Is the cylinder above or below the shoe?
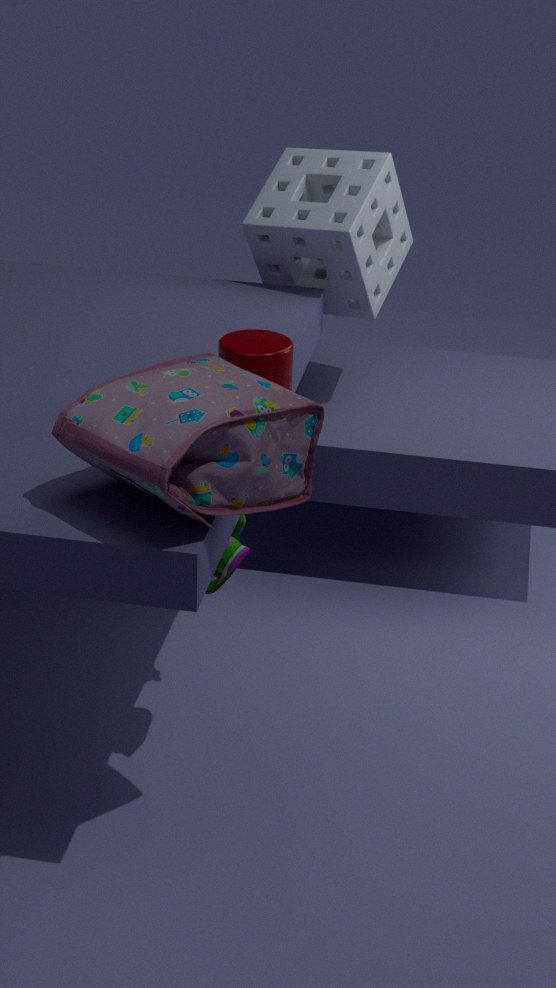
above
